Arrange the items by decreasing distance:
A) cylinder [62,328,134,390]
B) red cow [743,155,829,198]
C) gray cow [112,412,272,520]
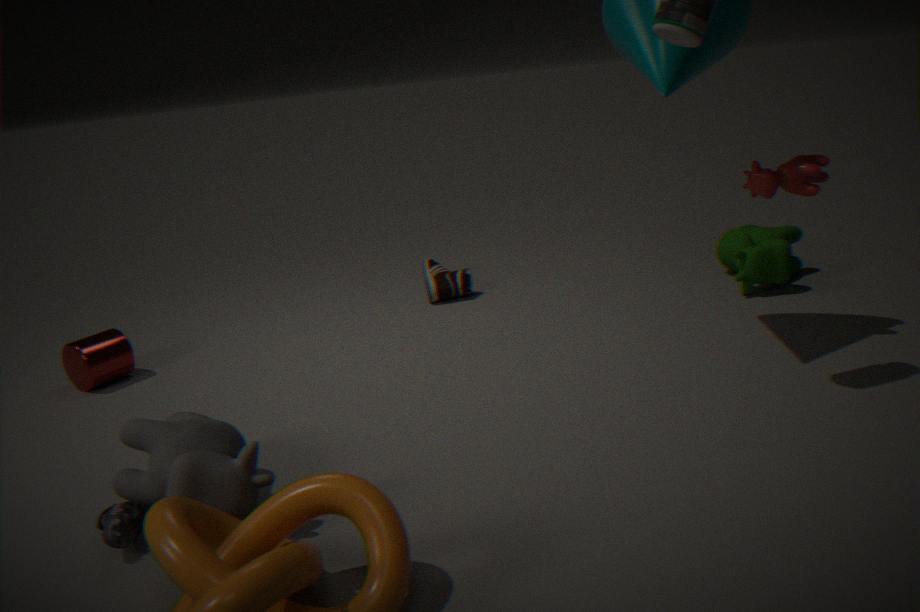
cylinder [62,328,134,390] < red cow [743,155,829,198] < gray cow [112,412,272,520]
